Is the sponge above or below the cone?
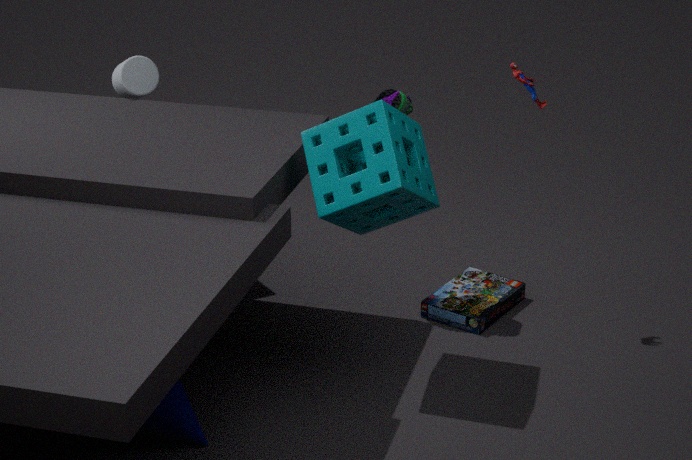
above
